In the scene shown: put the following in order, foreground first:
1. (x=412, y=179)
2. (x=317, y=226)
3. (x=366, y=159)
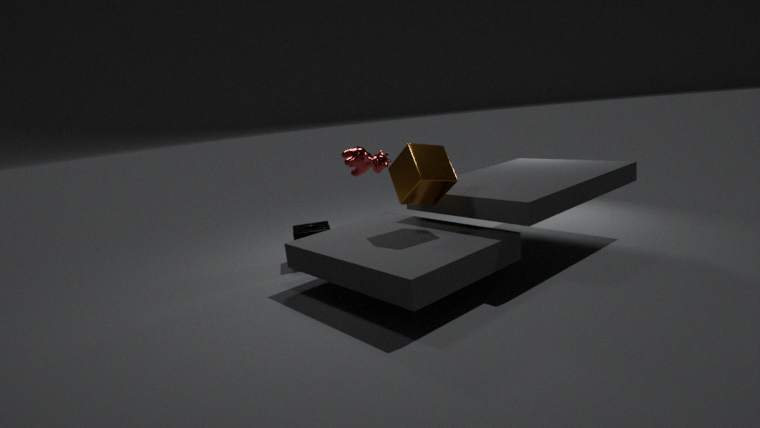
(x=412, y=179), (x=317, y=226), (x=366, y=159)
